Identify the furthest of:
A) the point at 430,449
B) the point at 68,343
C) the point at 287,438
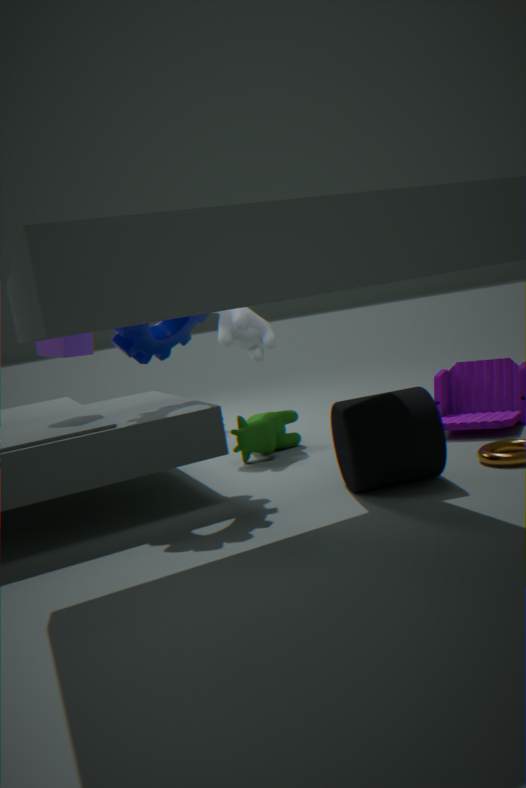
the point at 287,438
